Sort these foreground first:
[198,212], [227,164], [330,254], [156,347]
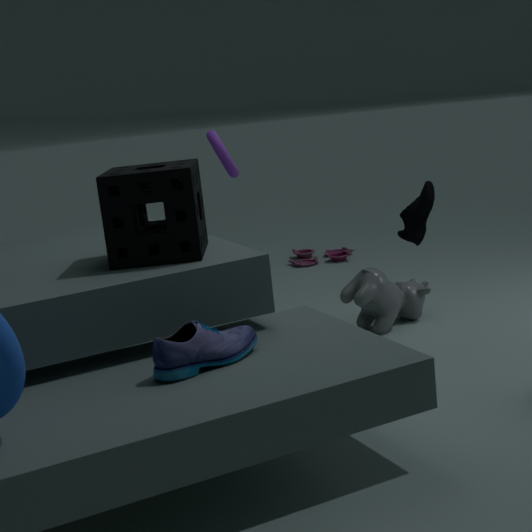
[156,347] → [198,212] → [227,164] → [330,254]
